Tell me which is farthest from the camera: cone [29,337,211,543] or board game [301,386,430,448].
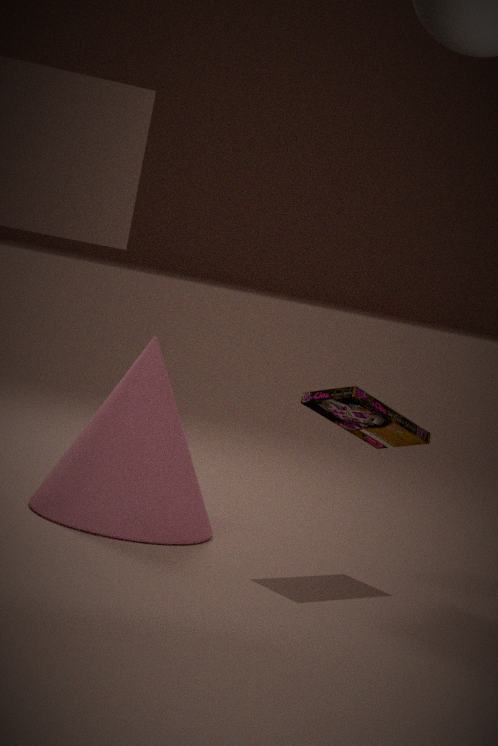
cone [29,337,211,543]
